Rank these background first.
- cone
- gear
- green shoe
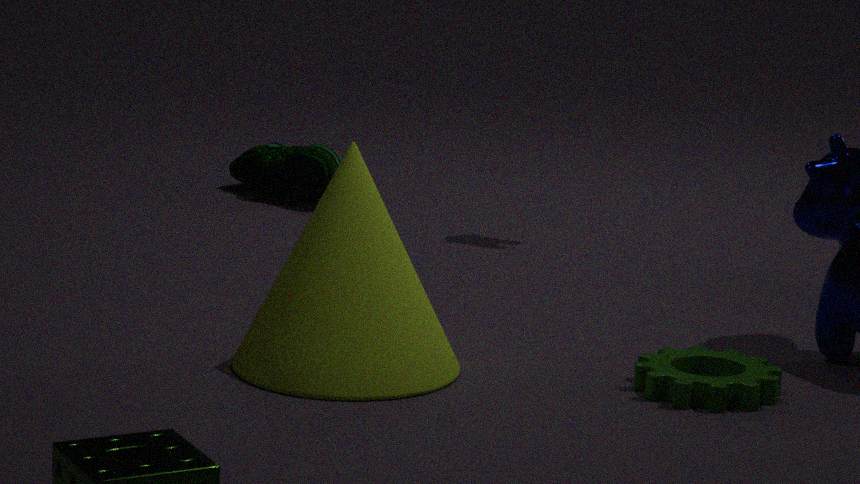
green shoe
gear
cone
